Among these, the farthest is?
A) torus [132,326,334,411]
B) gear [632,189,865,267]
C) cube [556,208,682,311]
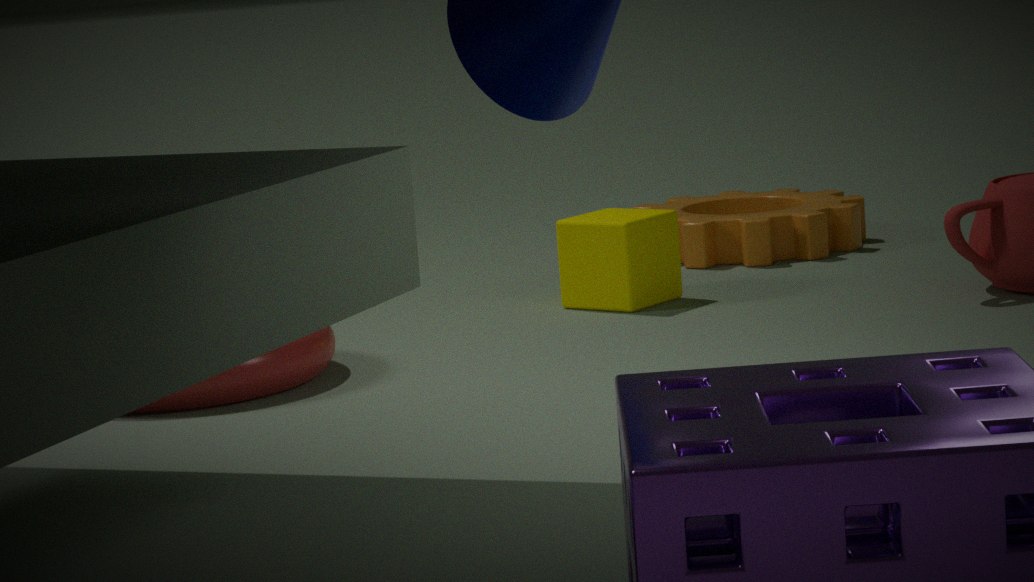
gear [632,189,865,267]
